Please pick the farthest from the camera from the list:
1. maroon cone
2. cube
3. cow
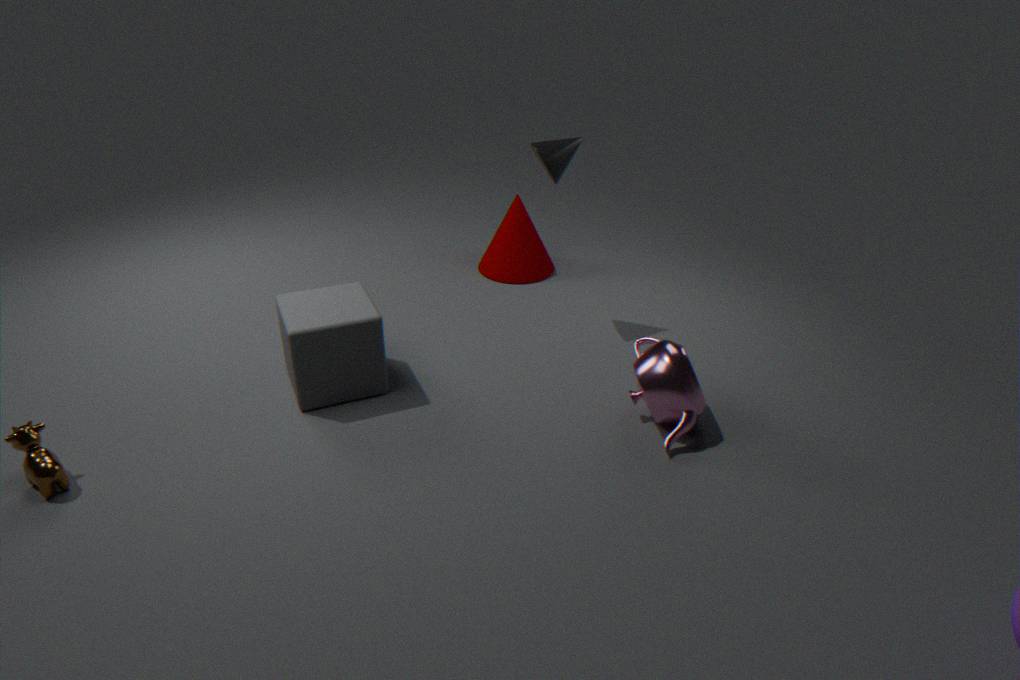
maroon cone
